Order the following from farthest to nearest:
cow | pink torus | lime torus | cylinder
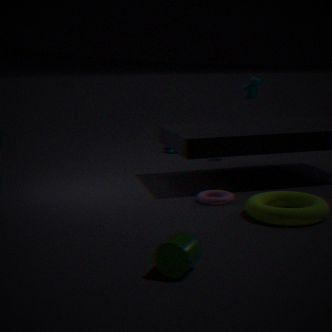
1. cow
2. pink torus
3. lime torus
4. cylinder
